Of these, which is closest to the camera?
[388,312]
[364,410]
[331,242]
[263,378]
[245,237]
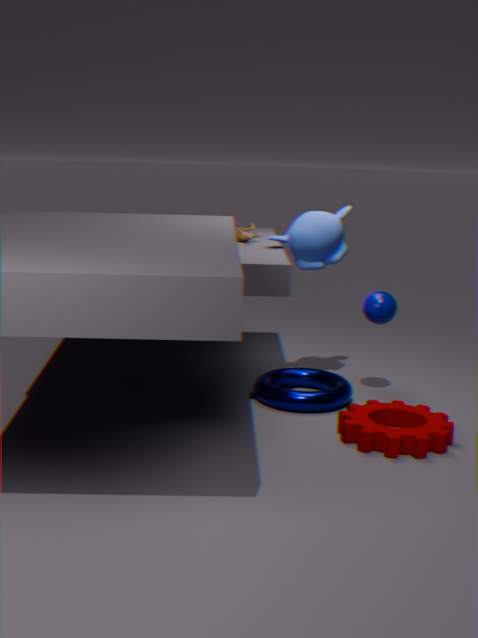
[364,410]
